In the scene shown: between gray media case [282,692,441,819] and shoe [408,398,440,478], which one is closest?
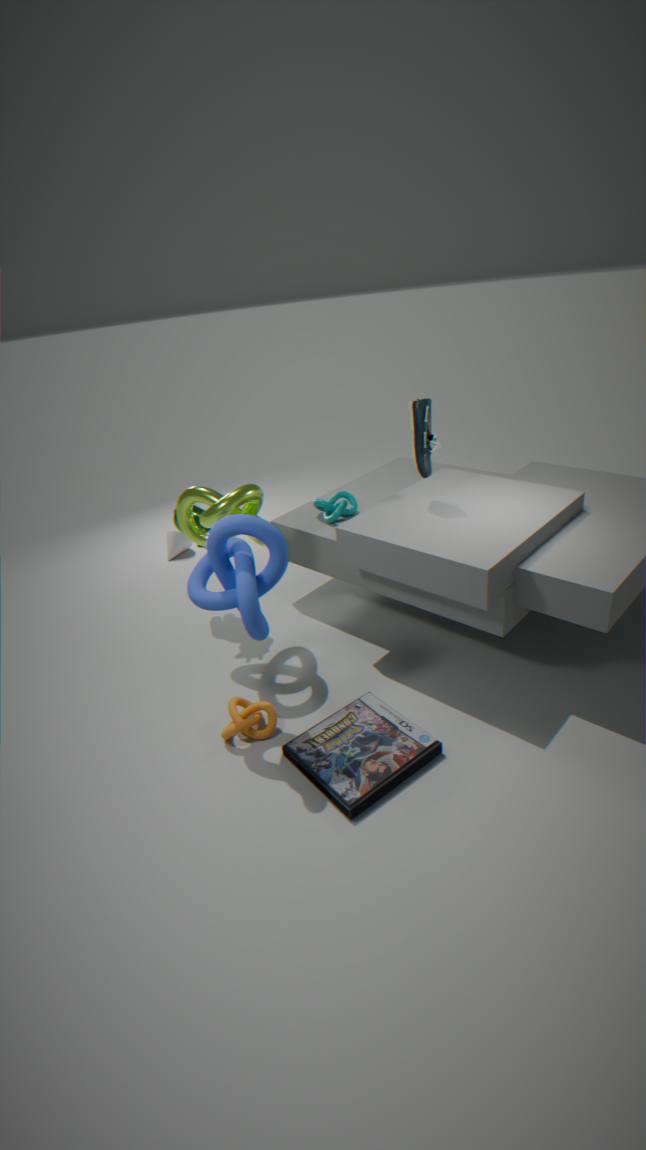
gray media case [282,692,441,819]
